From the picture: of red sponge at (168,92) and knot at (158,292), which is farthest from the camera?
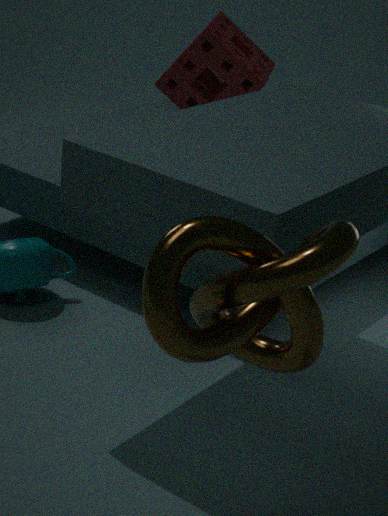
red sponge at (168,92)
